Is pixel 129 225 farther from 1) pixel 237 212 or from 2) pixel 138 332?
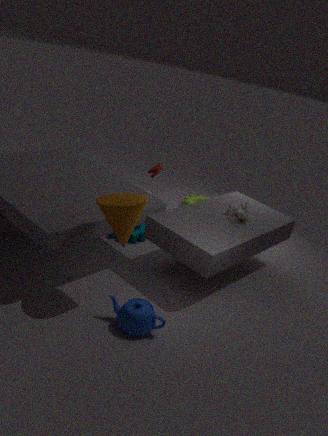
1) pixel 237 212
